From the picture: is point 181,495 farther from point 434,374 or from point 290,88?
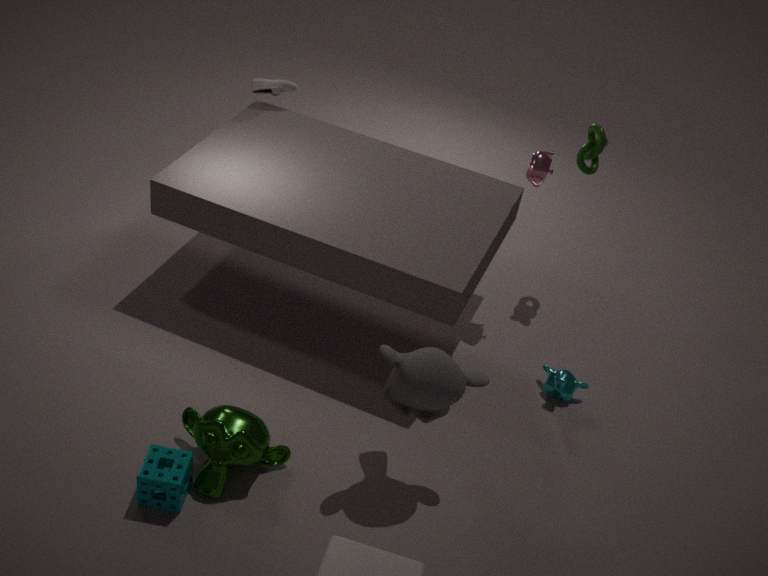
point 290,88
